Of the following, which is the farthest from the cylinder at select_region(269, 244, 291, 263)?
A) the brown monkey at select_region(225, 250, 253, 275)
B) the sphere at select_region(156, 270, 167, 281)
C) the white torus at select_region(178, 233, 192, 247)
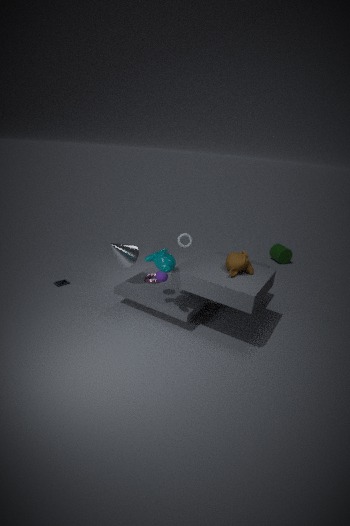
the sphere at select_region(156, 270, 167, 281)
